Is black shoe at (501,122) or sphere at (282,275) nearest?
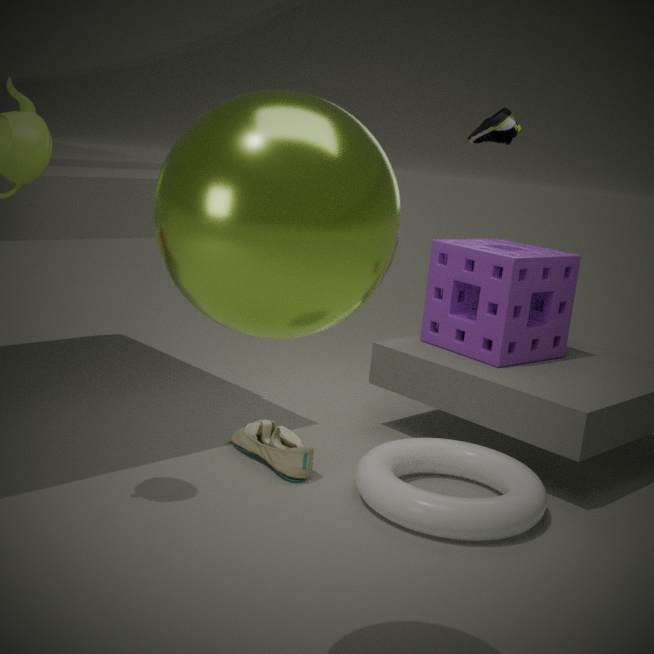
sphere at (282,275)
